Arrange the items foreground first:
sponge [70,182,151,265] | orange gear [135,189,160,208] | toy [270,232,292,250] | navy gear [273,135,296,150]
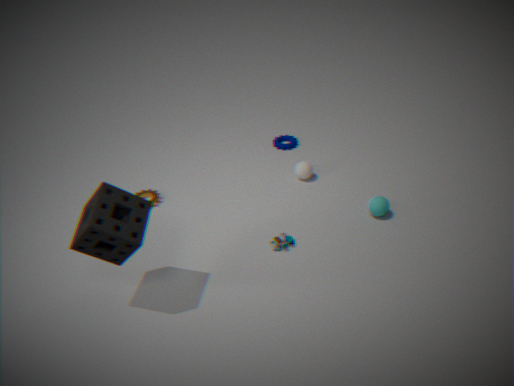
sponge [70,182,151,265] < toy [270,232,292,250] < orange gear [135,189,160,208] < navy gear [273,135,296,150]
